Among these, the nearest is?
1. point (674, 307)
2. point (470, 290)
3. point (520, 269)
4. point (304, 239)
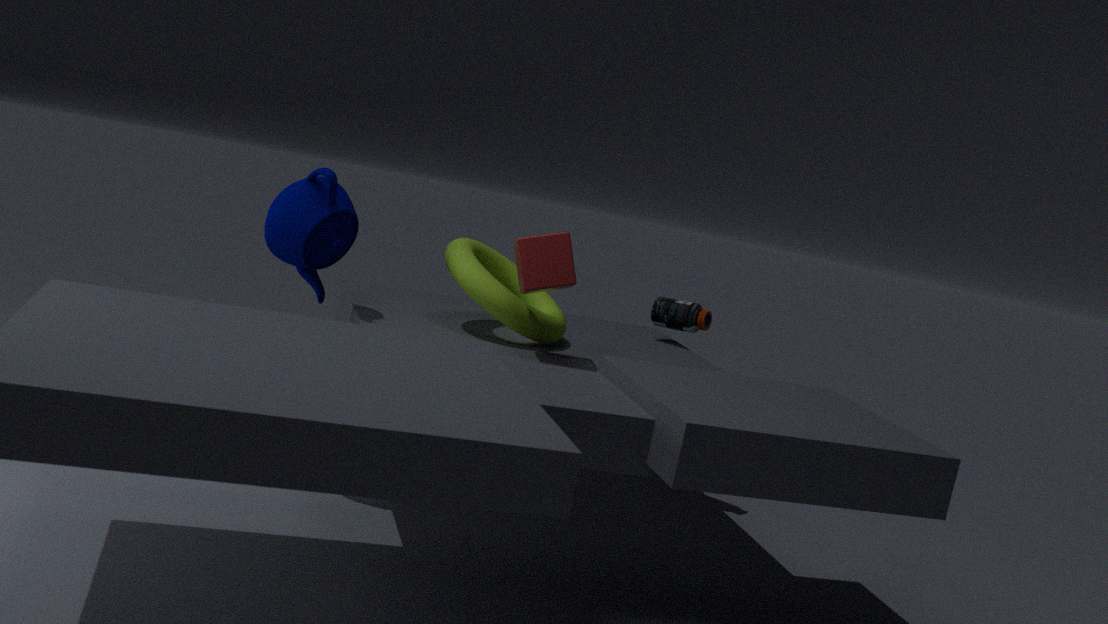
point (520, 269)
